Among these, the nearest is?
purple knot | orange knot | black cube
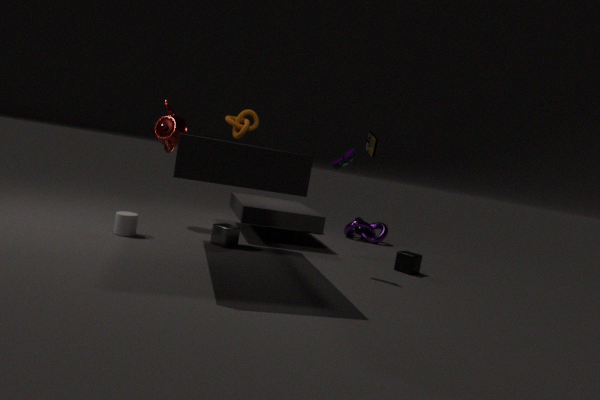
orange knot
